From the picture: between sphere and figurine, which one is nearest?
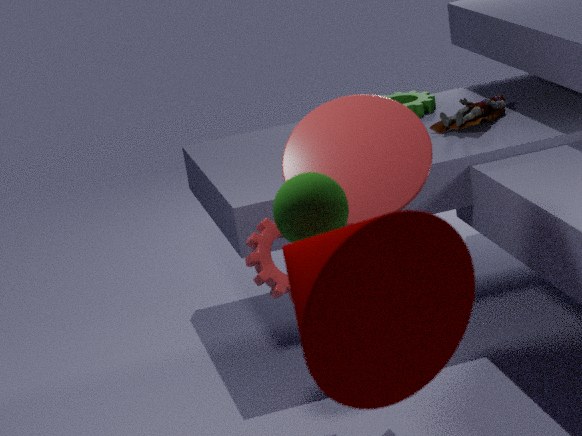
sphere
